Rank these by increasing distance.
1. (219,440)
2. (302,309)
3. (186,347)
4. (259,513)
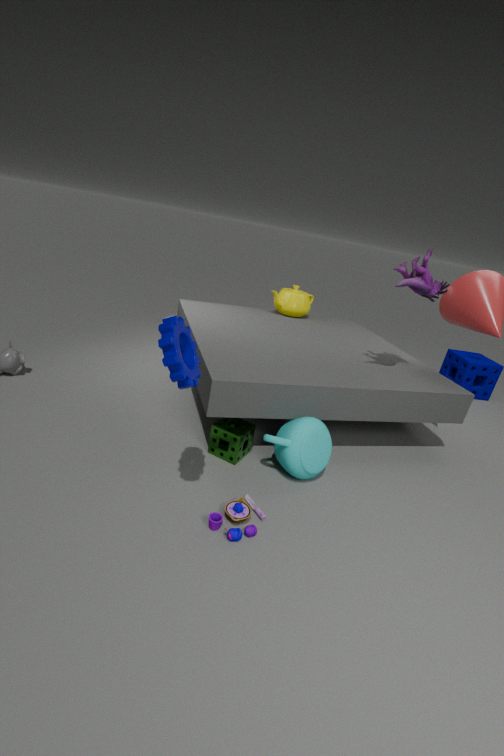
(186,347)
(259,513)
(219,440)
(302,309)
